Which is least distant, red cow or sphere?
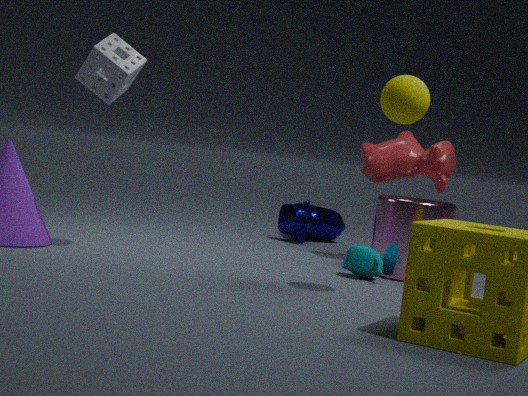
sphere
